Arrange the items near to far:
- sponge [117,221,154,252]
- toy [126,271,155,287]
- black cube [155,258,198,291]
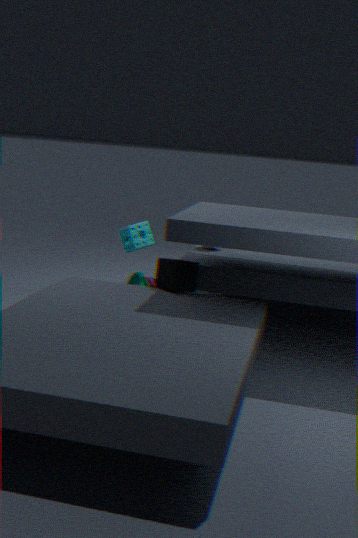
black cube [155,258,198,291]
toy [126,271,155,287]
sponge [117,221,154,252]
